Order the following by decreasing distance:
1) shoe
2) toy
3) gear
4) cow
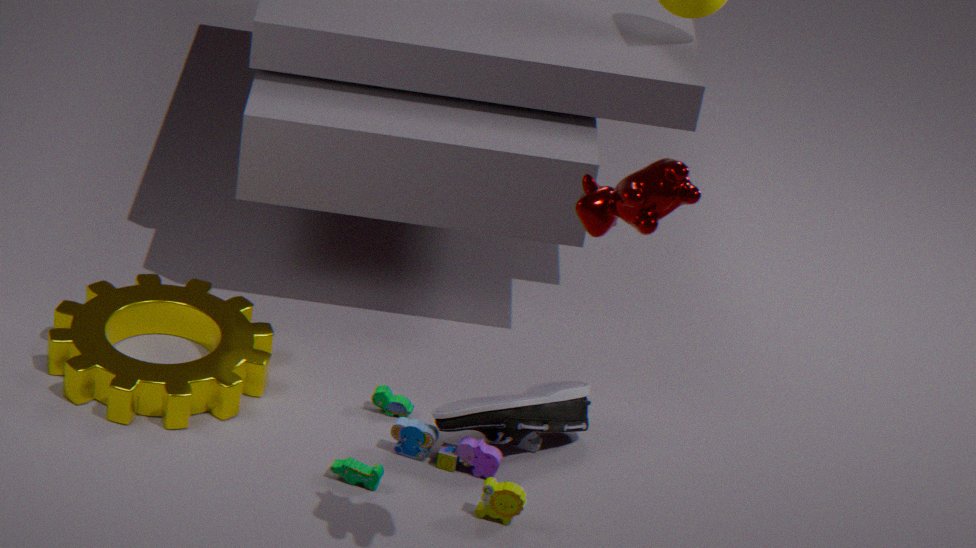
3. gear
1. shoe
2. toy
4. cow
